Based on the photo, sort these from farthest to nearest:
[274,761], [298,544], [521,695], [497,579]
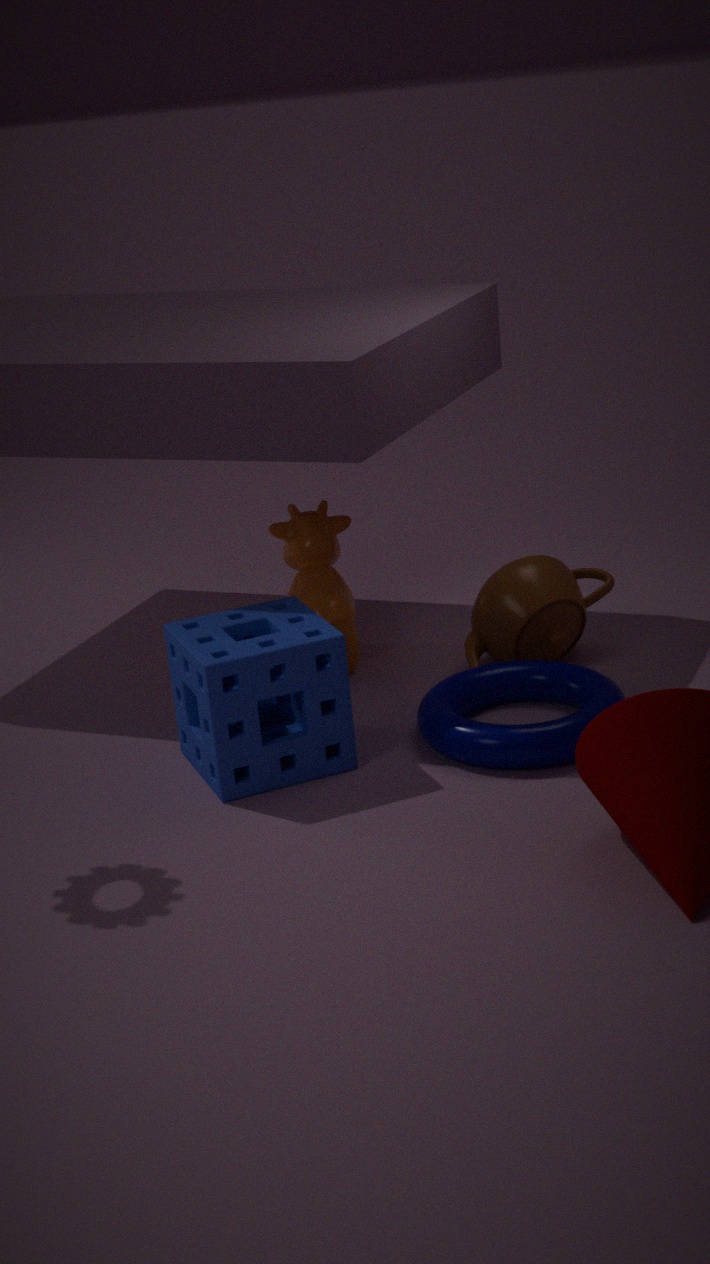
1. [298,544]
2. [497,579]
3. [521,695]
4. [274,761]
